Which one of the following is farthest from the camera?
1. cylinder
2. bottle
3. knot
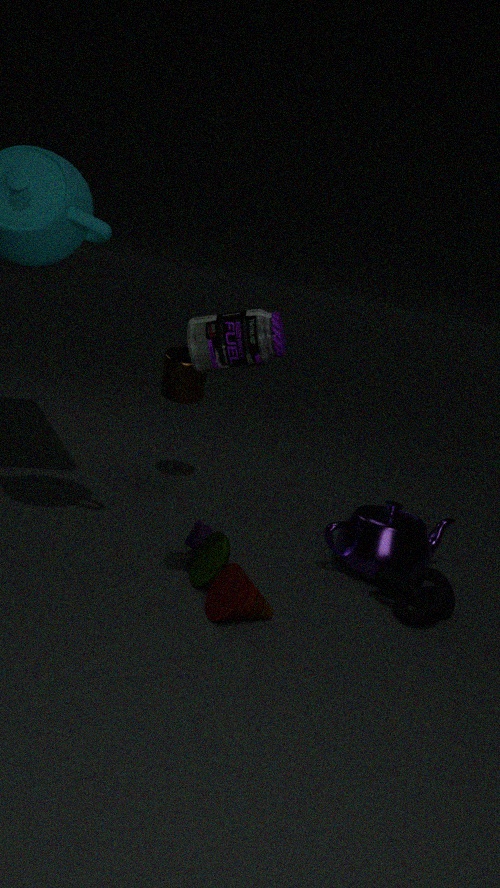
cylinder
